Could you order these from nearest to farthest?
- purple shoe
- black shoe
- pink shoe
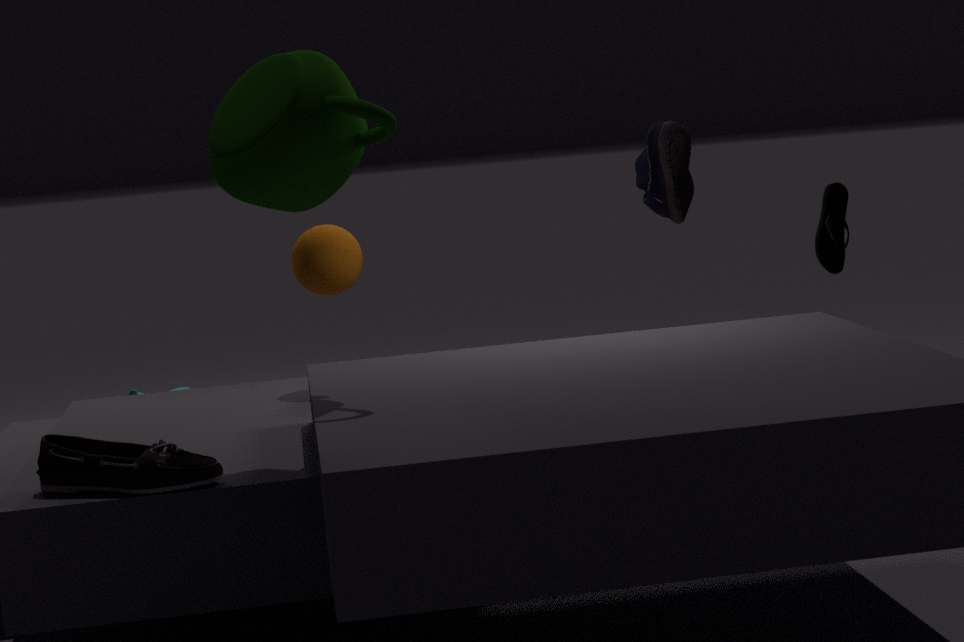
A: 1. pink shoe
2. black shoe
3. purple shoe
